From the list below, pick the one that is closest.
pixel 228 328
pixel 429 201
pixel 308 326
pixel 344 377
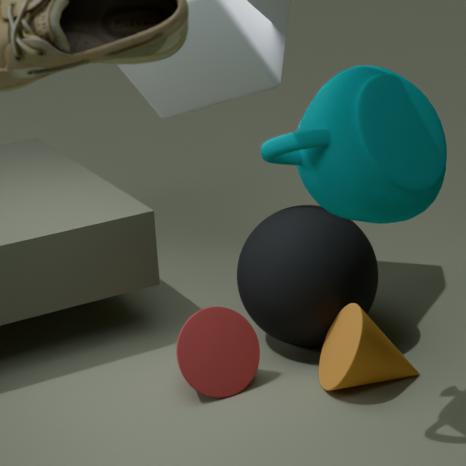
pixel 429 201
